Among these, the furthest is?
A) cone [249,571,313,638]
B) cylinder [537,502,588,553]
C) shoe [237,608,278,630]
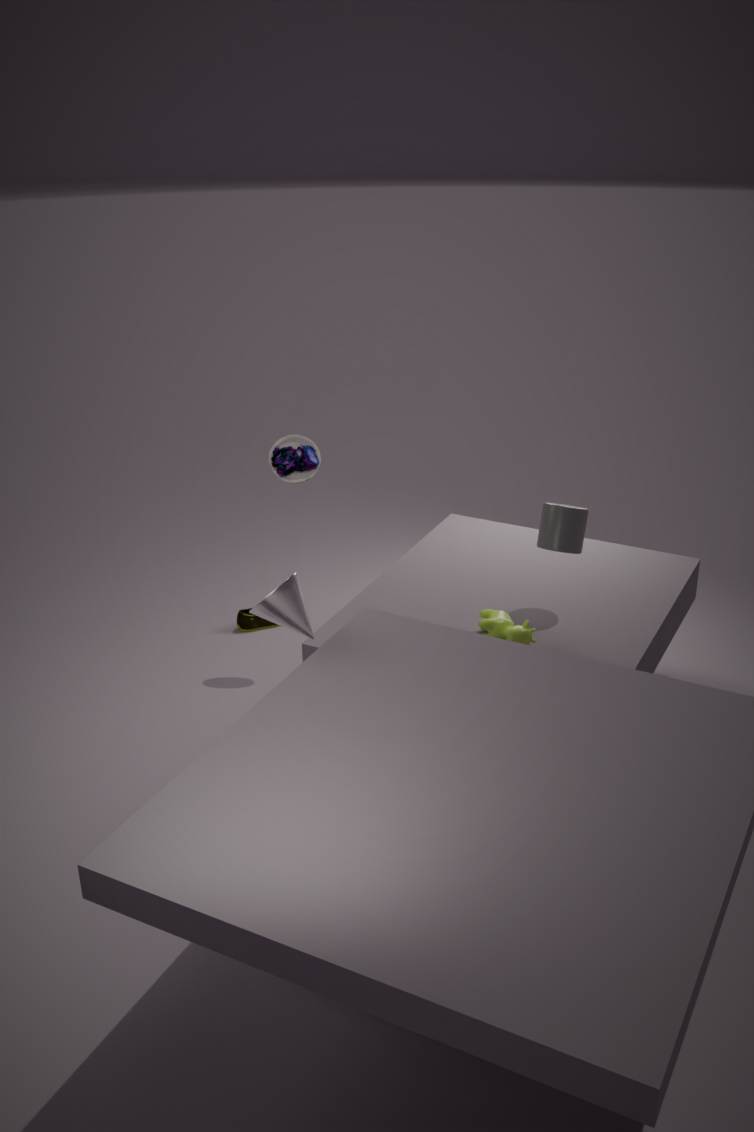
shoe [237,608,278,630]
